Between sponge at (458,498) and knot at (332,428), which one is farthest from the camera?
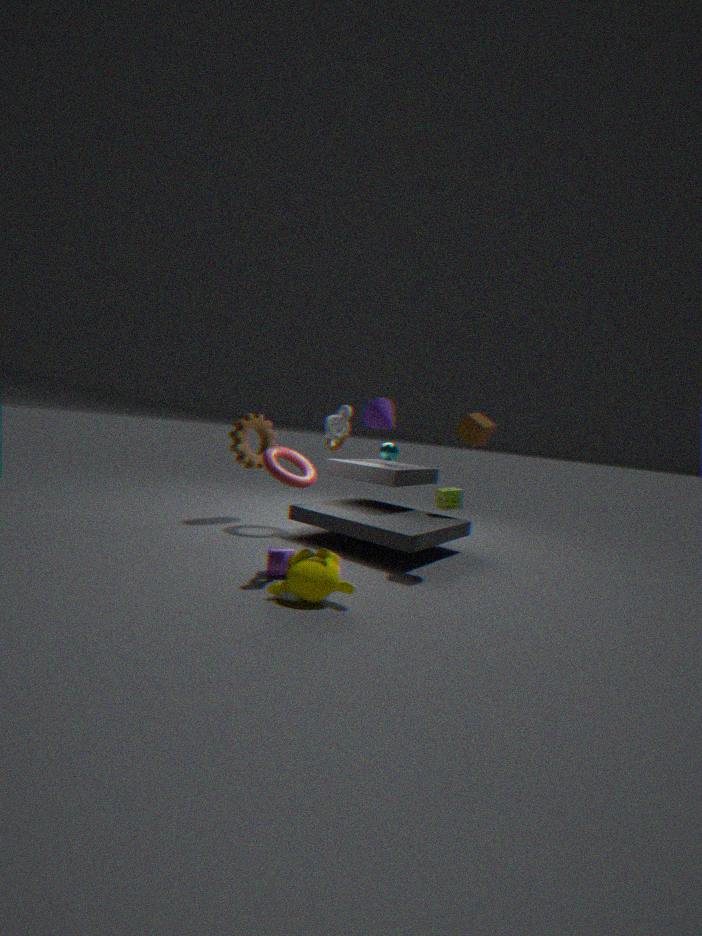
sponge at (458,498)
